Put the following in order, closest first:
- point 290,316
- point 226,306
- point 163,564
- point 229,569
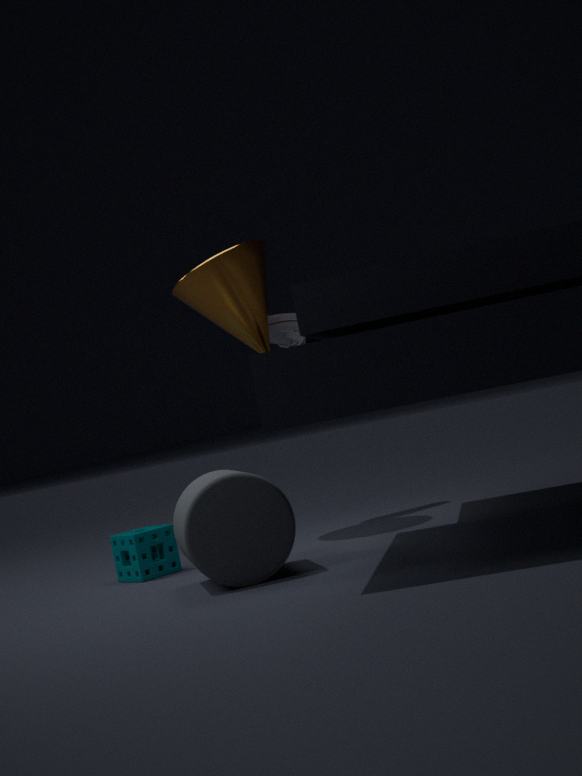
1. point 229,569
2. point 163,564
3. point 226,306
4. point 290,316
